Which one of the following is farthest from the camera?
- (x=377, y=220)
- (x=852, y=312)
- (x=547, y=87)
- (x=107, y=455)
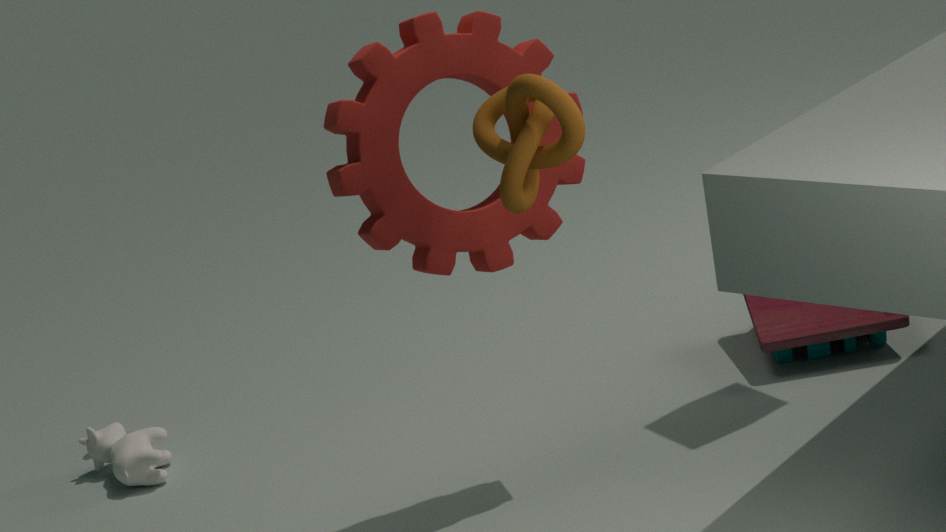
(x=107, y=455)
